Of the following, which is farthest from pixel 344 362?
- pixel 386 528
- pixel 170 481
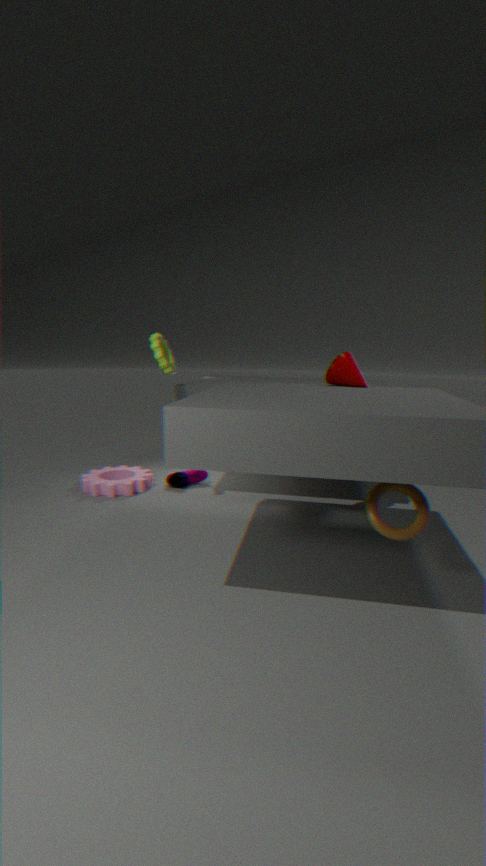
pixel 170 481
